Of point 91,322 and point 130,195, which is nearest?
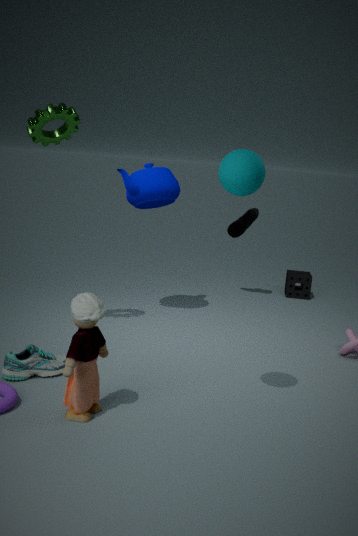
point 91,322
